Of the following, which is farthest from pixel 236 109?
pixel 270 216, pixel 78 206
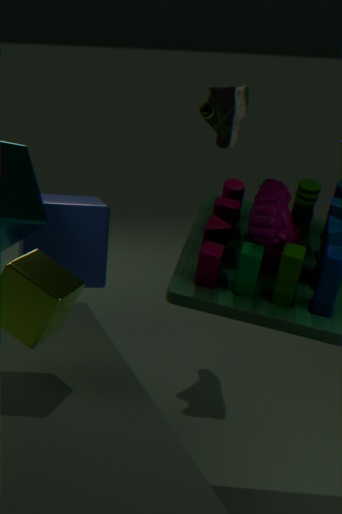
pixel 270 216
